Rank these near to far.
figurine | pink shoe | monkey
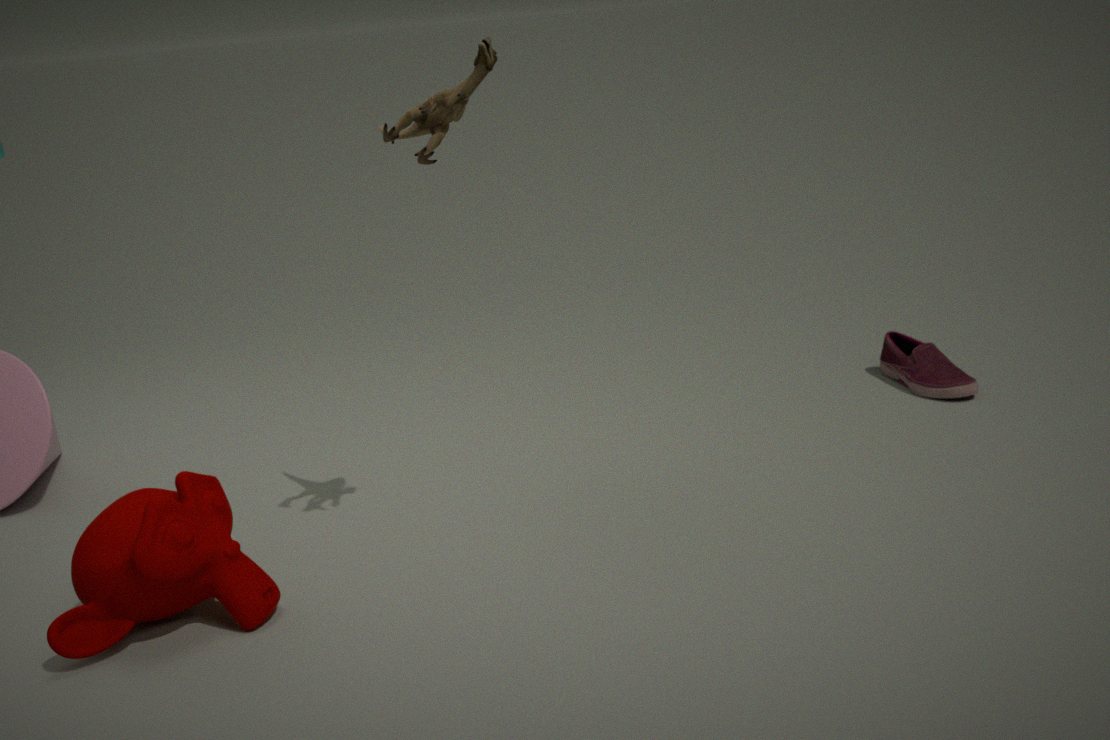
monkey, figurine, pink shoe
